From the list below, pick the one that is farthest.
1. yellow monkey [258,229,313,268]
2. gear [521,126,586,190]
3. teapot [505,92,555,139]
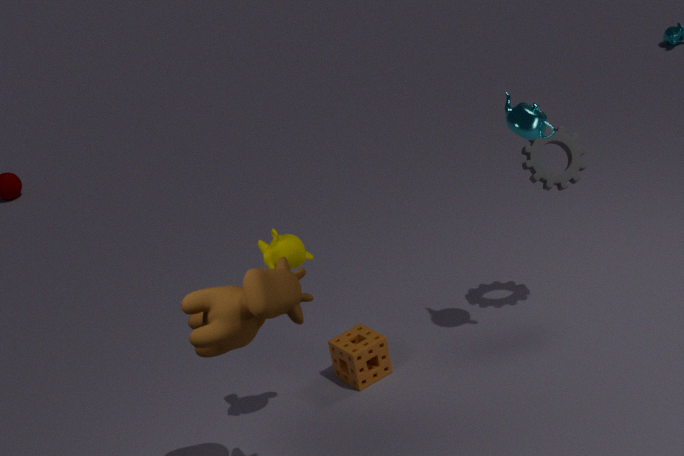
gear [521,126,586,190]
